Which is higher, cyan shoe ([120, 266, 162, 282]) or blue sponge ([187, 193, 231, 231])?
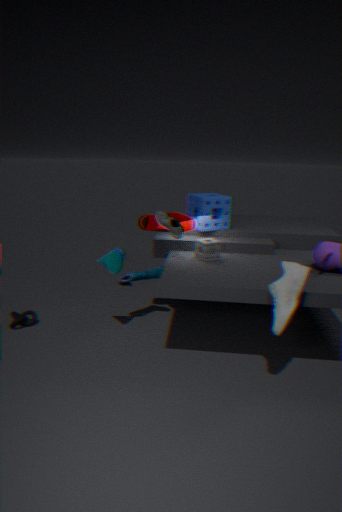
blue sponge ([187, 193, 231, 231])
